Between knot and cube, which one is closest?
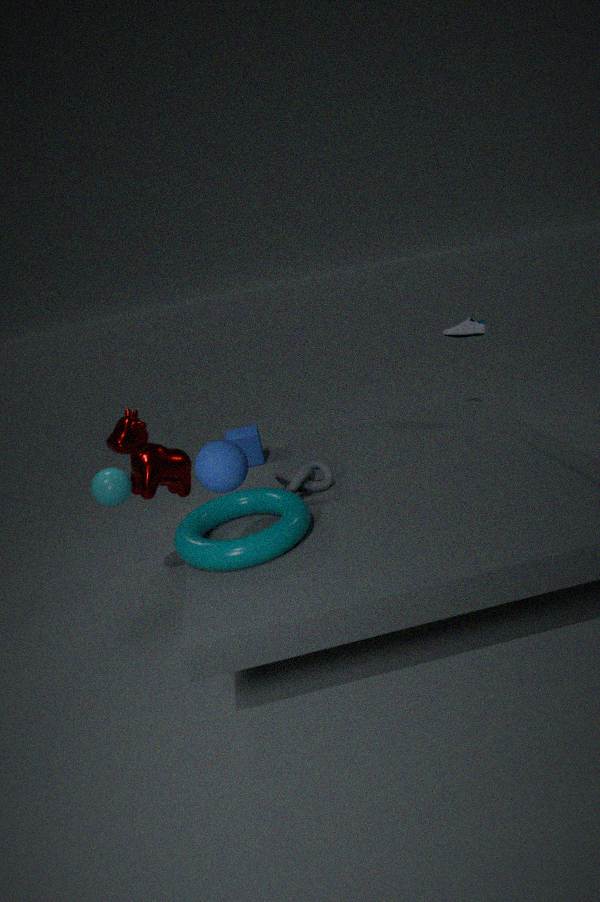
knot
